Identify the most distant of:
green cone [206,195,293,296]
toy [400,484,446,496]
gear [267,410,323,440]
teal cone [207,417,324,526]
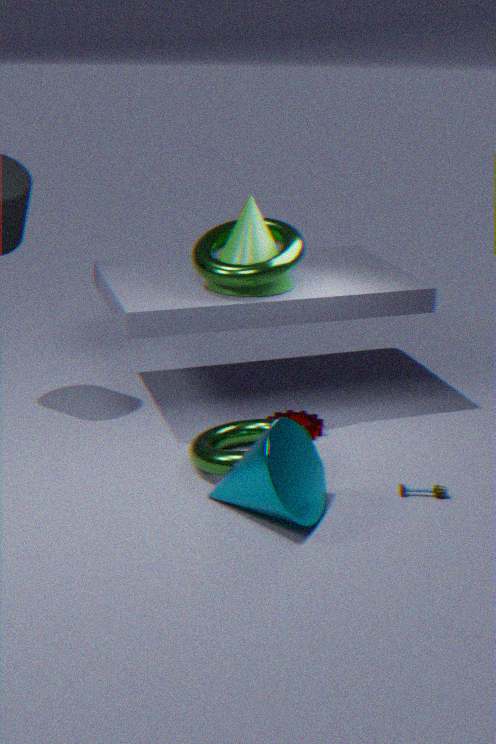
green cone [206,195,293,296]
